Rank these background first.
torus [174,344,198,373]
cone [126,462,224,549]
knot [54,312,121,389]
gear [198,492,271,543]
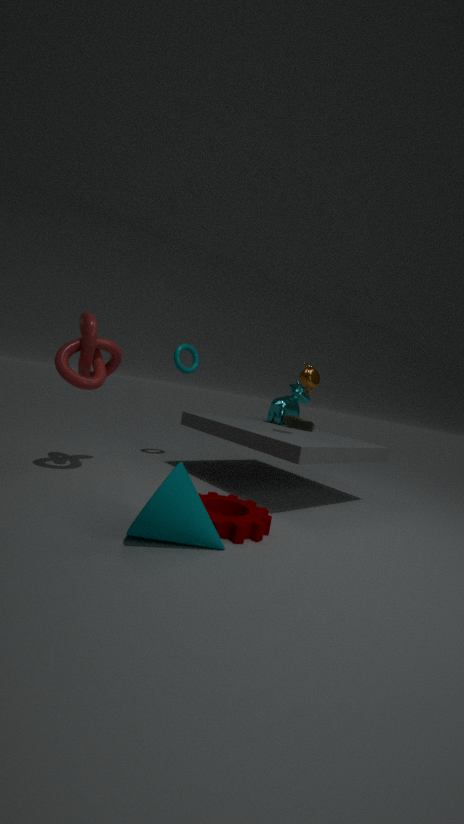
torus [174,344,198,373] → knot [54,312,121,389] → gear [198,492,271,543] → cone [126,462,224,549]
